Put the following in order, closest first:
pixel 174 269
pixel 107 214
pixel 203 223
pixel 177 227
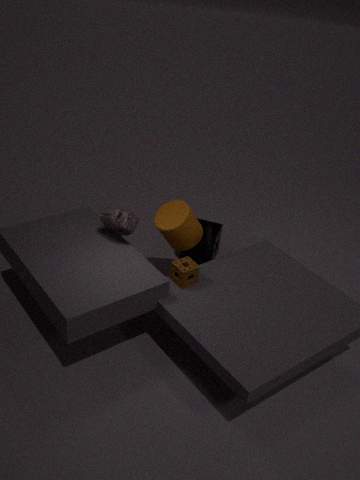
1. pixel 174 269
2. pixel 107 214
3. pixel 177 227
4. pixel 203 223
